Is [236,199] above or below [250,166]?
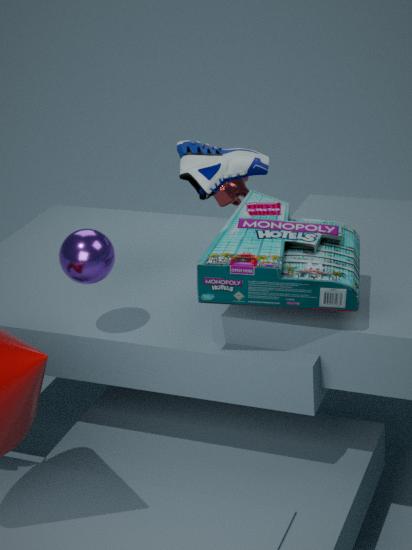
below
